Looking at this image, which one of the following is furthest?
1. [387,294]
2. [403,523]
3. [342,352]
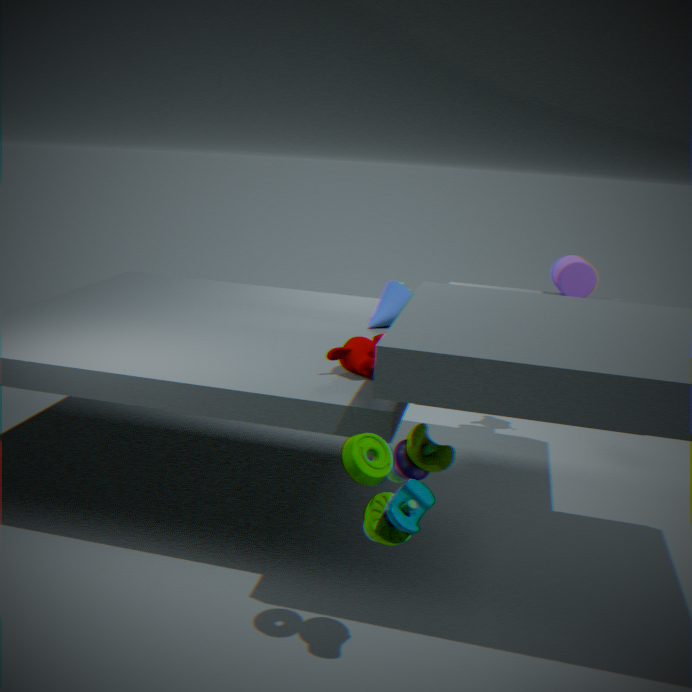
[387,294]
